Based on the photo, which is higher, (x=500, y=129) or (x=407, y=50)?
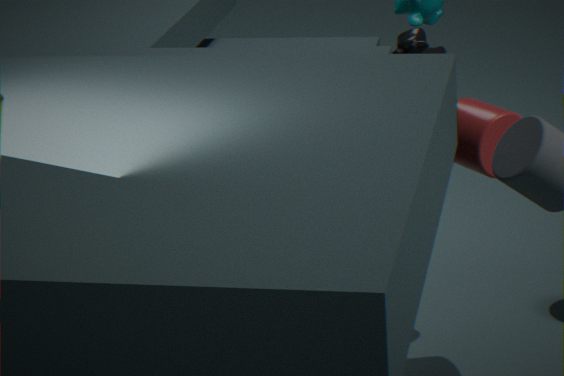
(x=407, y=50)
